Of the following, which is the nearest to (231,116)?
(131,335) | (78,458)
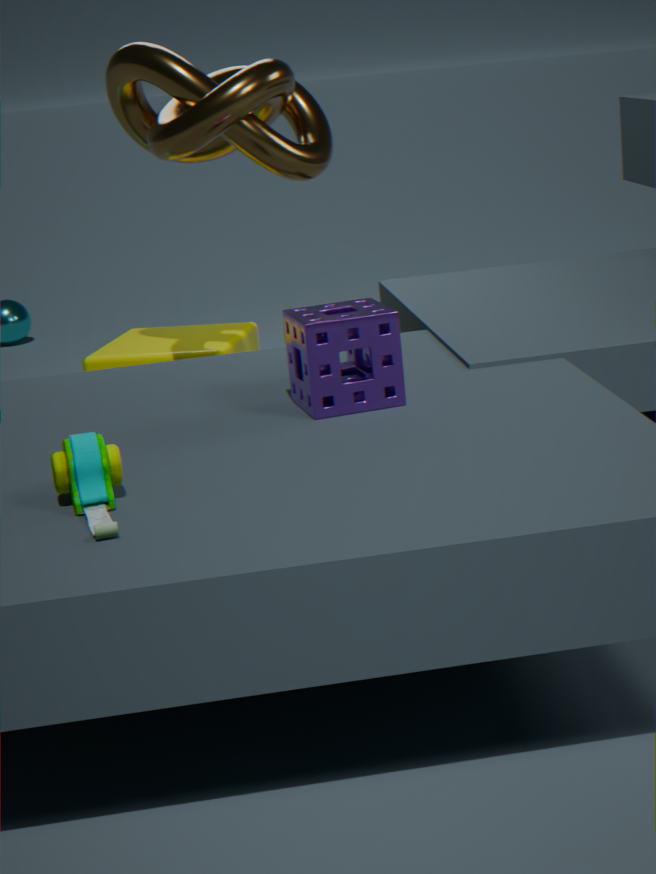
(131,335)
